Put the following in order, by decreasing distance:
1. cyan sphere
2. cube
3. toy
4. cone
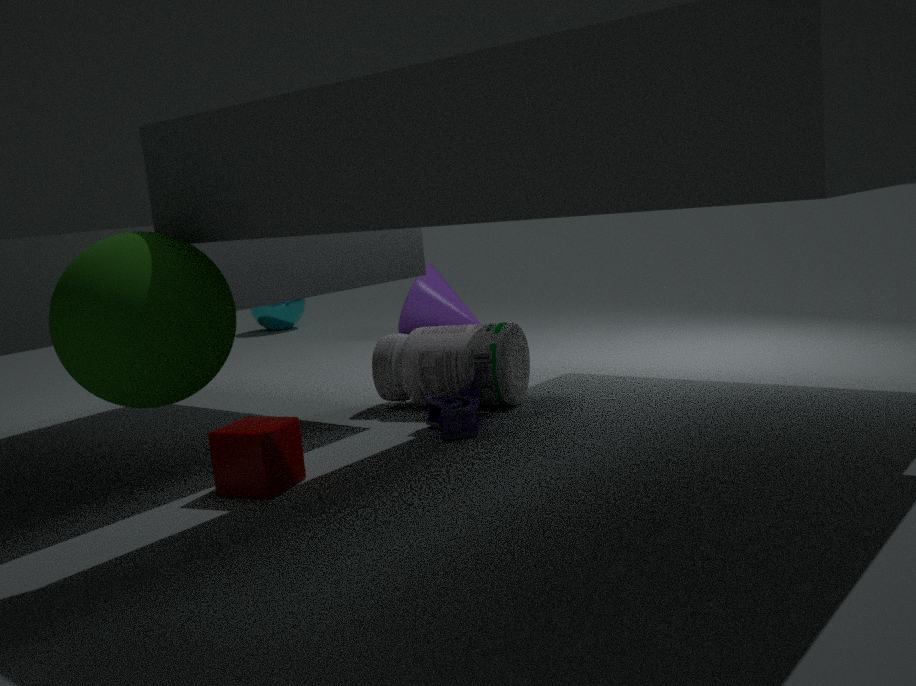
cyan sphere, cone, toy, cube
